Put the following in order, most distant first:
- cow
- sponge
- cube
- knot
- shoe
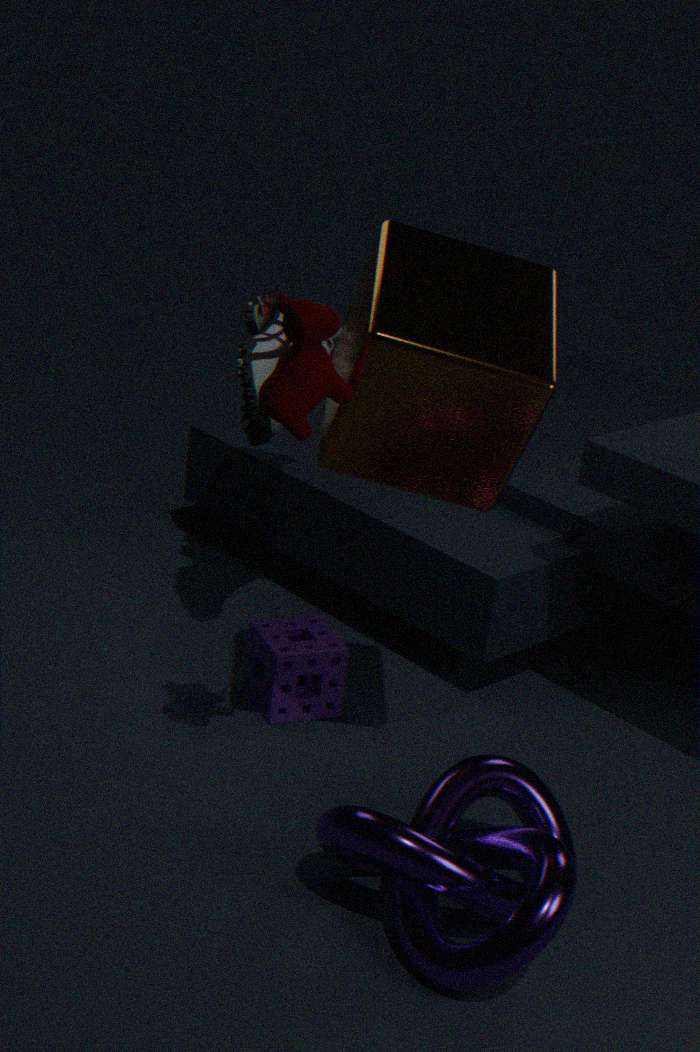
sponge
shoe
cube
cow
knot
